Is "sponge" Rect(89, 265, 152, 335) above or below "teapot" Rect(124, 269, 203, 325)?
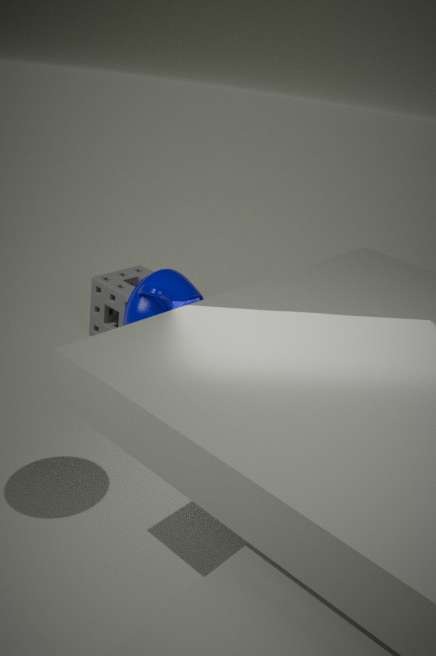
below
